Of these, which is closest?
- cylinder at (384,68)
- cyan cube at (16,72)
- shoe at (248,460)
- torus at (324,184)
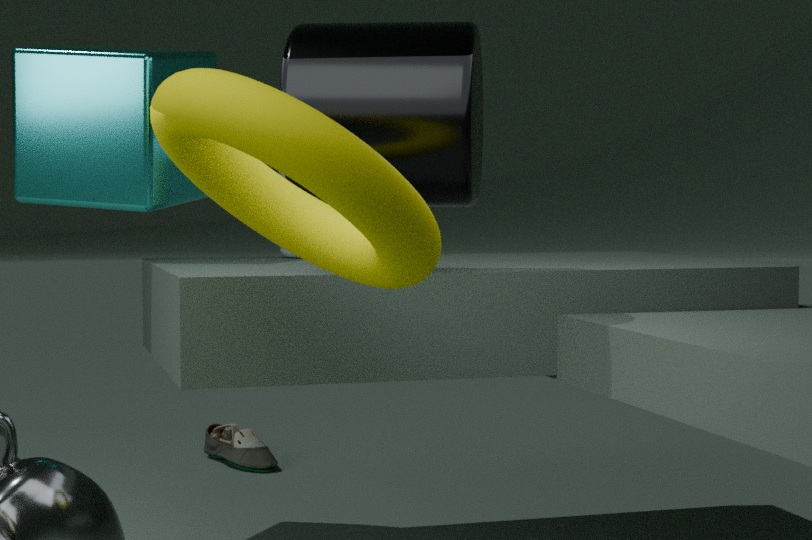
torus at (324,184)
